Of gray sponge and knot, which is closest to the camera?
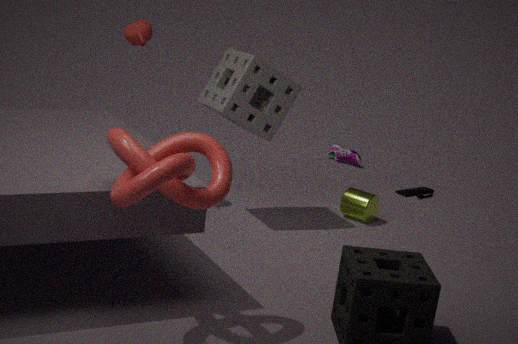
knot
